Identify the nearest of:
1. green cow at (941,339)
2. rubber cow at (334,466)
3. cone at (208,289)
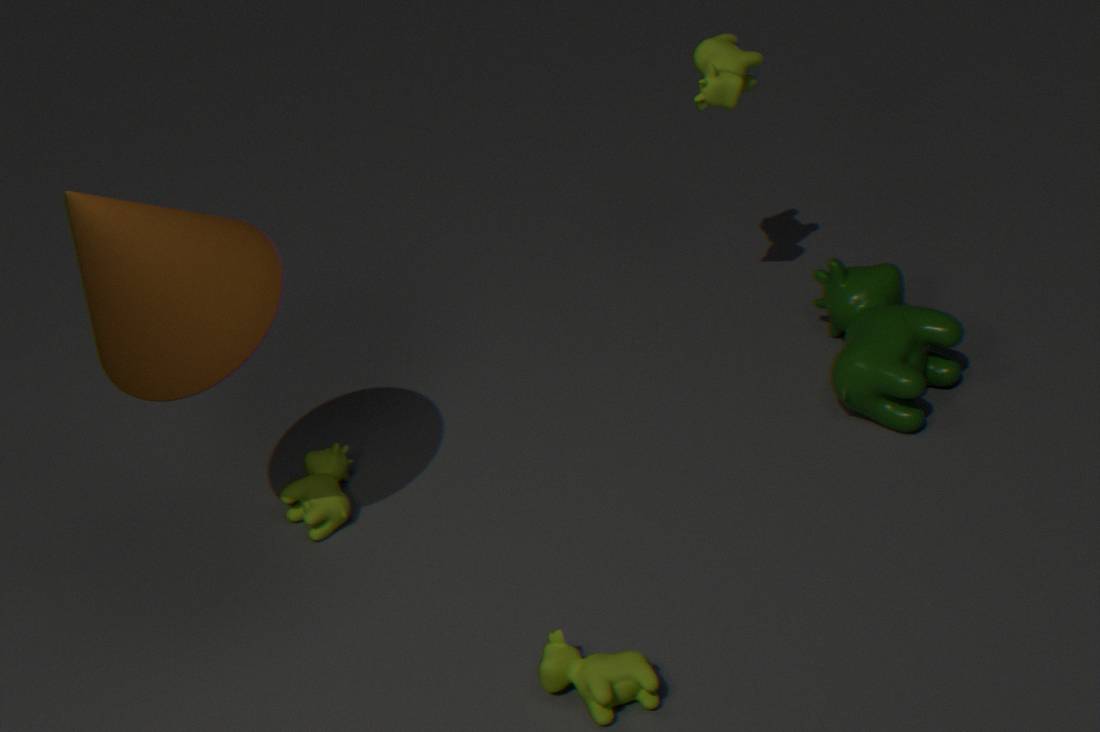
cone at (208,289)
